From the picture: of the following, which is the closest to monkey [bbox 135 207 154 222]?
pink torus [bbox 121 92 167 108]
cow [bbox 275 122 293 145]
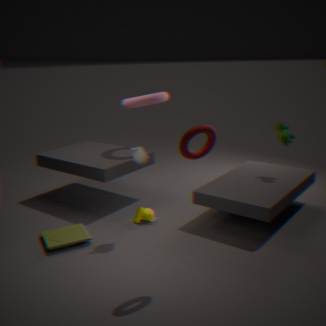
pink torus [bbox 121 92 167 108]
